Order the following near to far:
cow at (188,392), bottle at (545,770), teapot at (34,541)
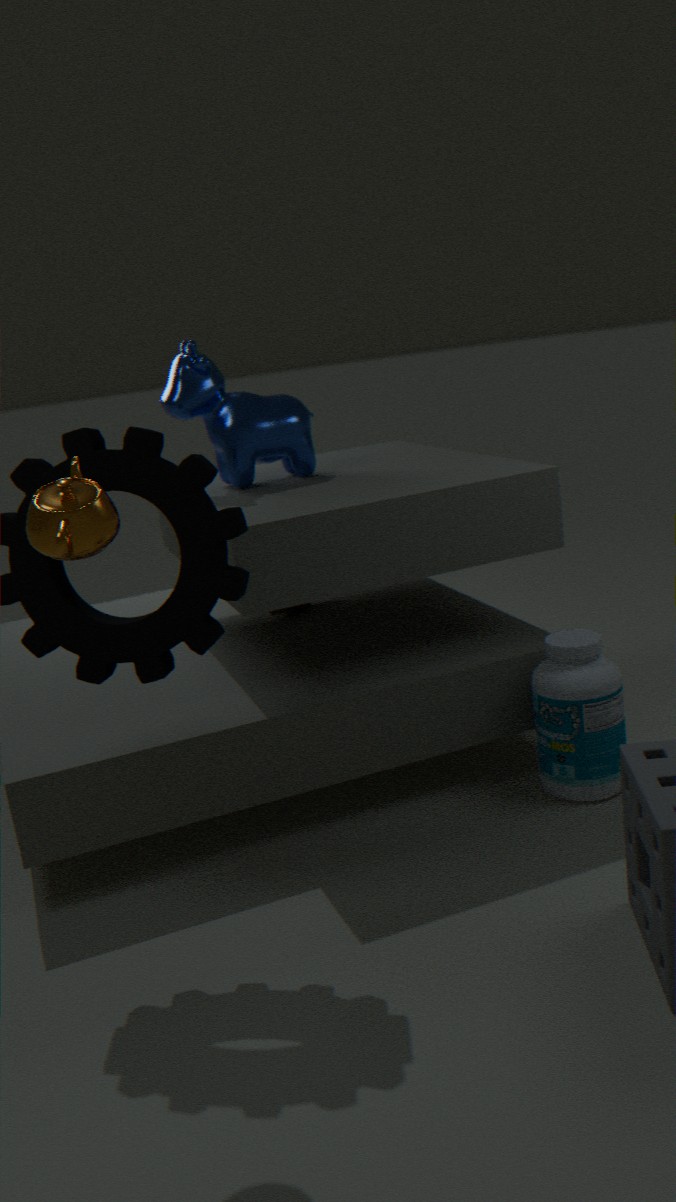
teapot at (34,541) < bottle at (545,770) < cow at (188,392)
